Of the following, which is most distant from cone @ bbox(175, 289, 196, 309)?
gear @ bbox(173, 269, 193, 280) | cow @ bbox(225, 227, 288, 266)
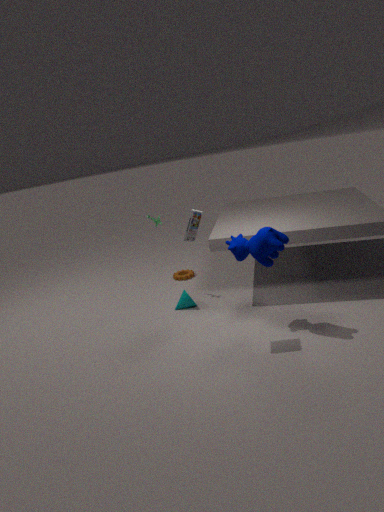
cow @ bbox(225, 227, 288, 266)
